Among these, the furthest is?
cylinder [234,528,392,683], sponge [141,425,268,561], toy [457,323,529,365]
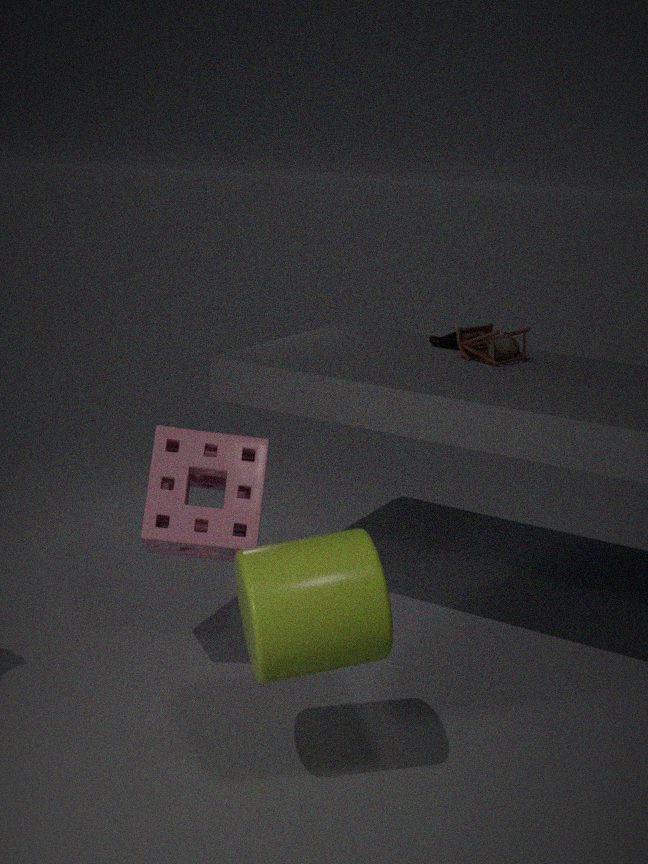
toy [457,323,529,365]
